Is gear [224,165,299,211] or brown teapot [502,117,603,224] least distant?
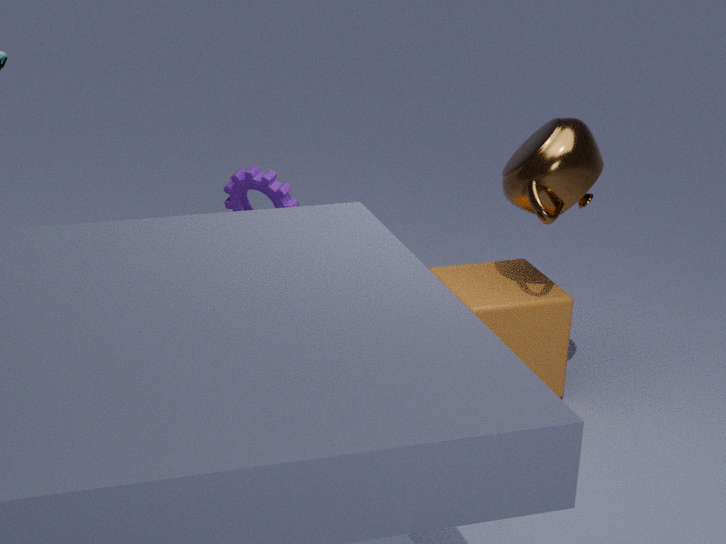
brown teapot [502,117,603,224]
